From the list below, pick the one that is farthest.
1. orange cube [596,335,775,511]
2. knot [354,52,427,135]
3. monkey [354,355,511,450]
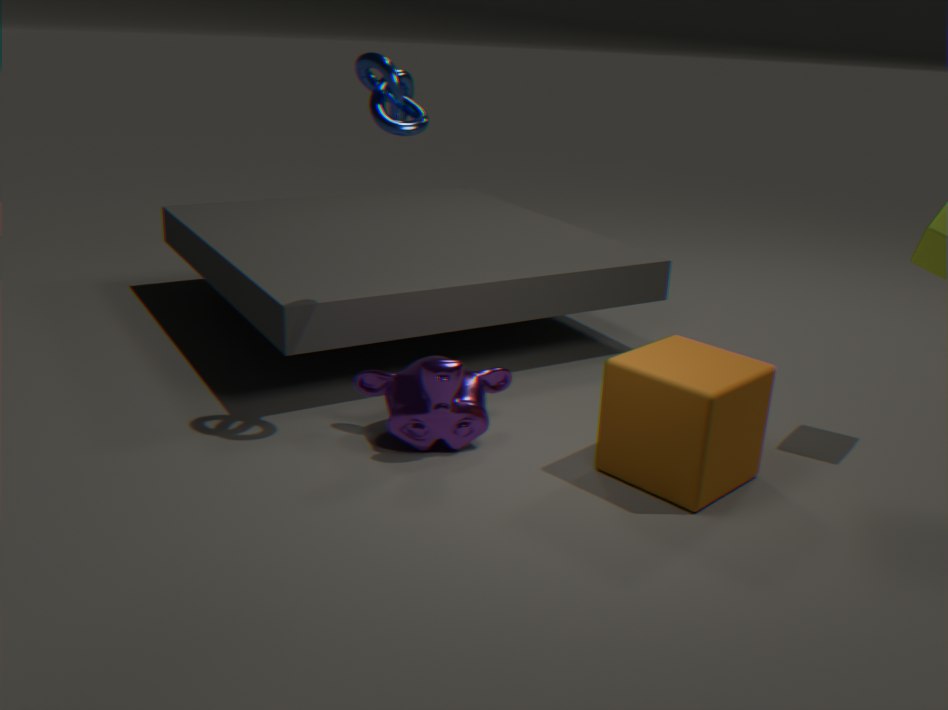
monkey [354,355,511,450]
